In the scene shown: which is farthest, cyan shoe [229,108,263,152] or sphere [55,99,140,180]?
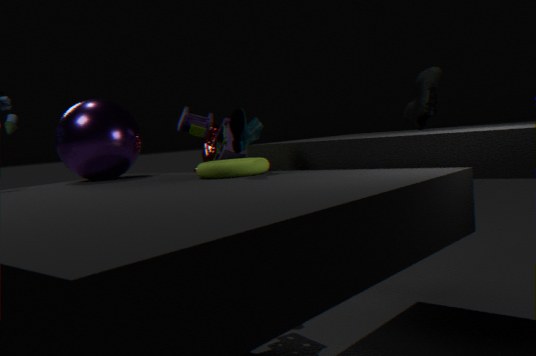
sphere [55,99,140,180]
